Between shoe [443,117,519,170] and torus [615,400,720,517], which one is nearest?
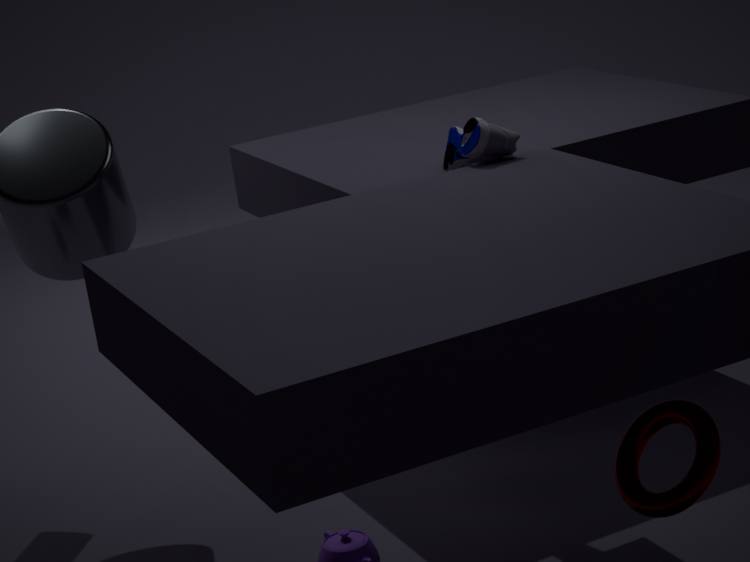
torus [615,400,720,517]
